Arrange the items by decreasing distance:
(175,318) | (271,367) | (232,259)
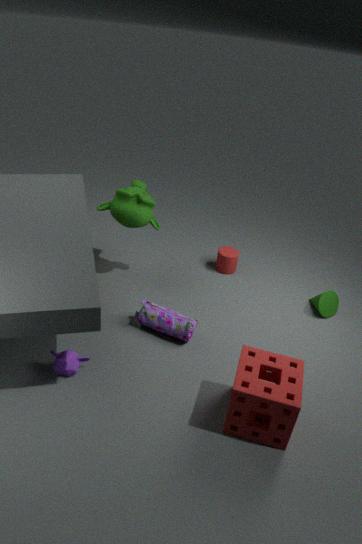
(232,259)
(175,318)
(271,367)
